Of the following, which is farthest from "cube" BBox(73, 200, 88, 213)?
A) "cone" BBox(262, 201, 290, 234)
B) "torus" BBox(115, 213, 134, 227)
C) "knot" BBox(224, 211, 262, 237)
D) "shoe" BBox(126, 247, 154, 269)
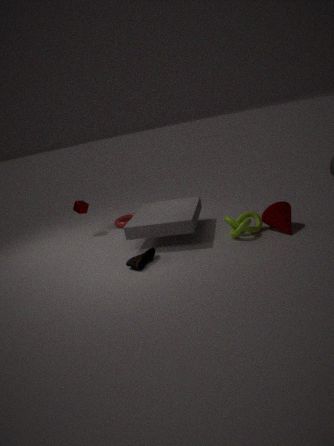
"cone" BBox(262, 201, 290, 234)
